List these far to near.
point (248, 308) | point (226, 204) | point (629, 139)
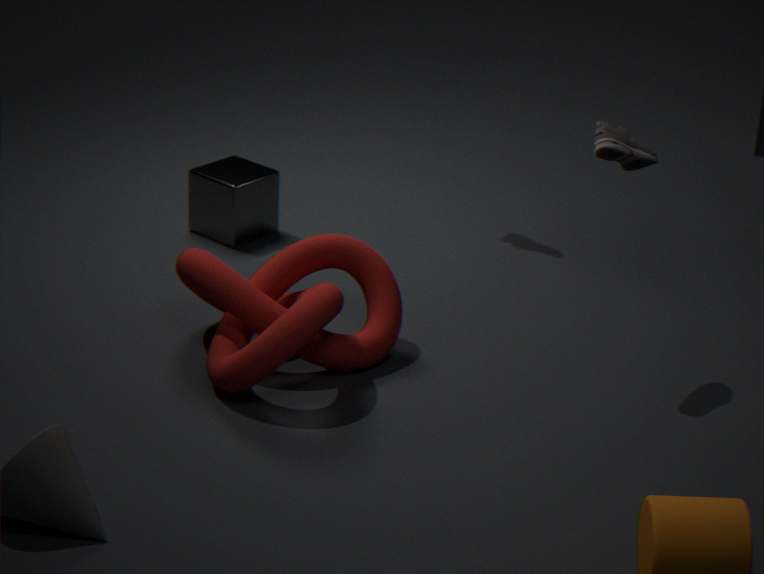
point (226, 204) → point (248, 308) → point (629, 139)
